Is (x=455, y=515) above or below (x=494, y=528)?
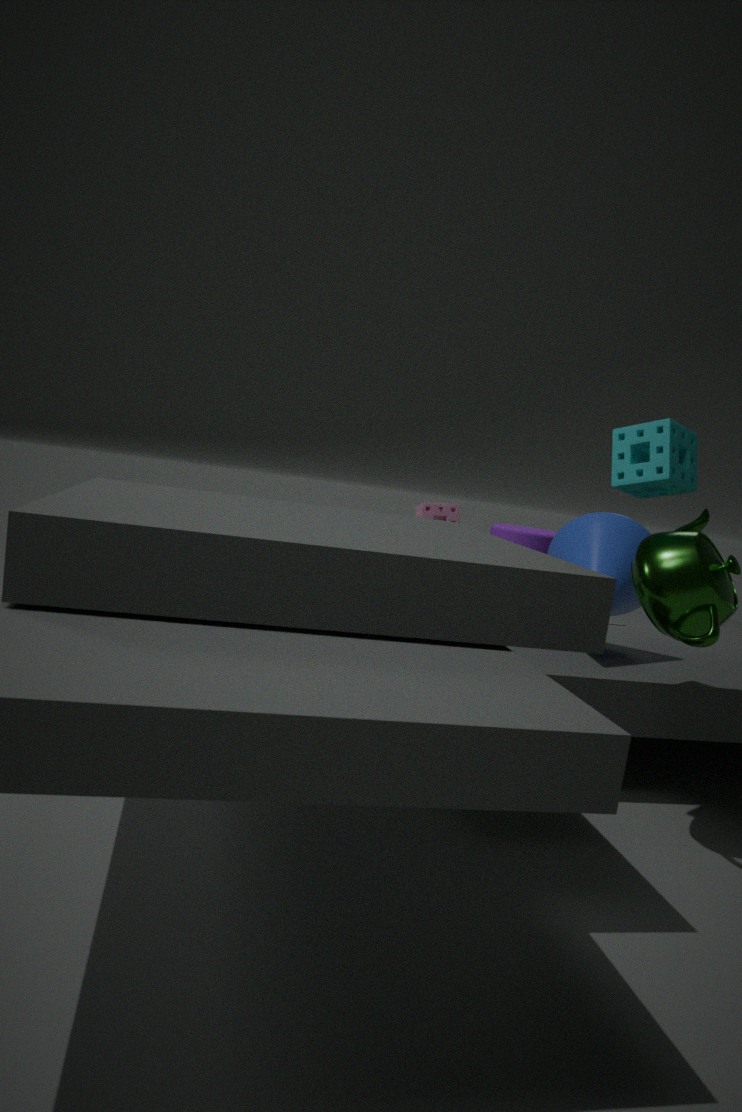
above
